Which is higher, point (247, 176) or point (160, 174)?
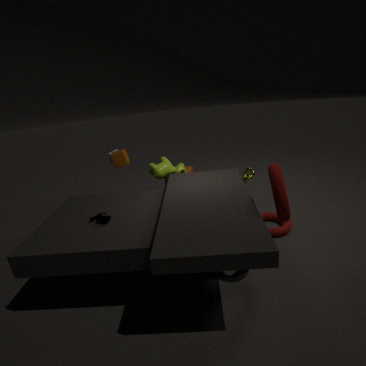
point (160, 174)
